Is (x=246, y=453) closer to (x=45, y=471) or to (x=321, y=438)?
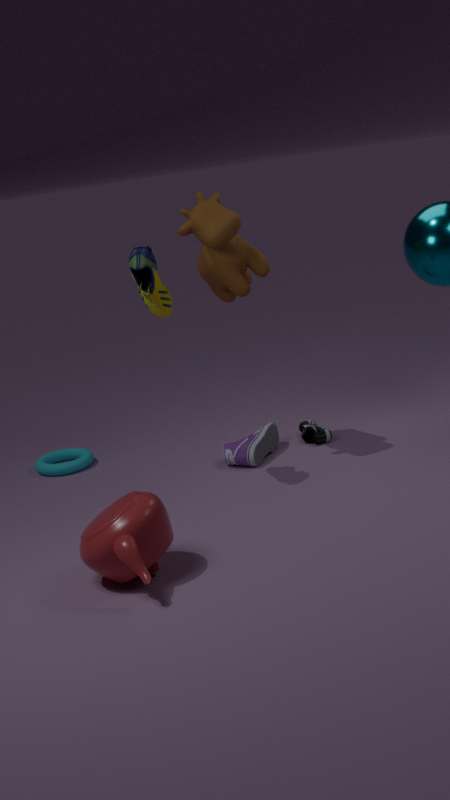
(x=321, y=438)
